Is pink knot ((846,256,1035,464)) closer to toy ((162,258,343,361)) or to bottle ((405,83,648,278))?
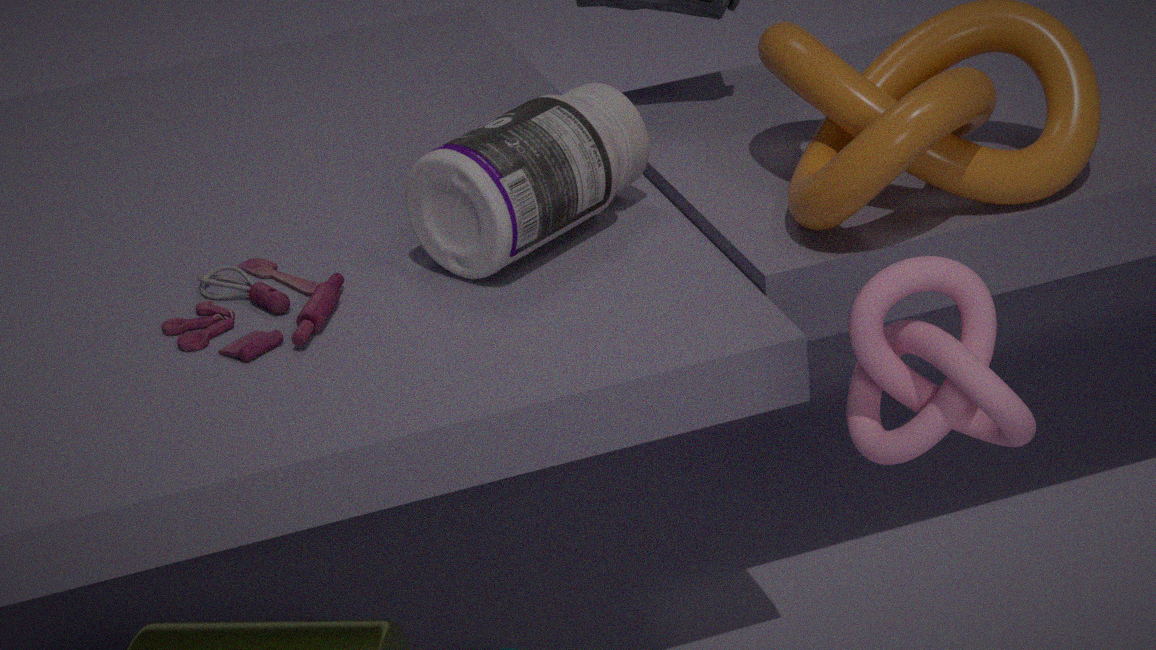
bottle ((405,83,648,278))
